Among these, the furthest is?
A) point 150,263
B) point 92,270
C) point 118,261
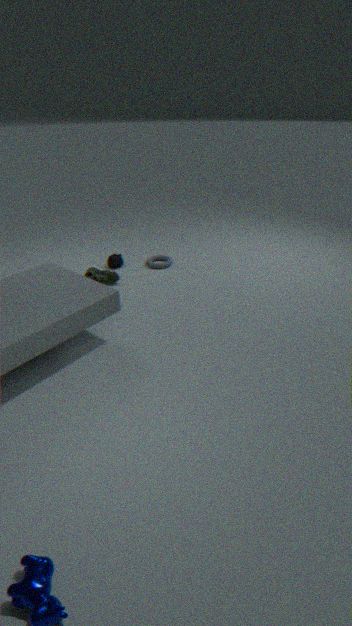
A. point 150,263
